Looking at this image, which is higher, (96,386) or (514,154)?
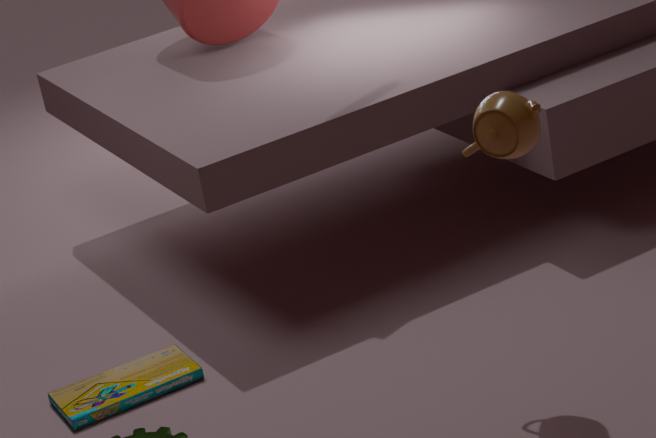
(514,154)
